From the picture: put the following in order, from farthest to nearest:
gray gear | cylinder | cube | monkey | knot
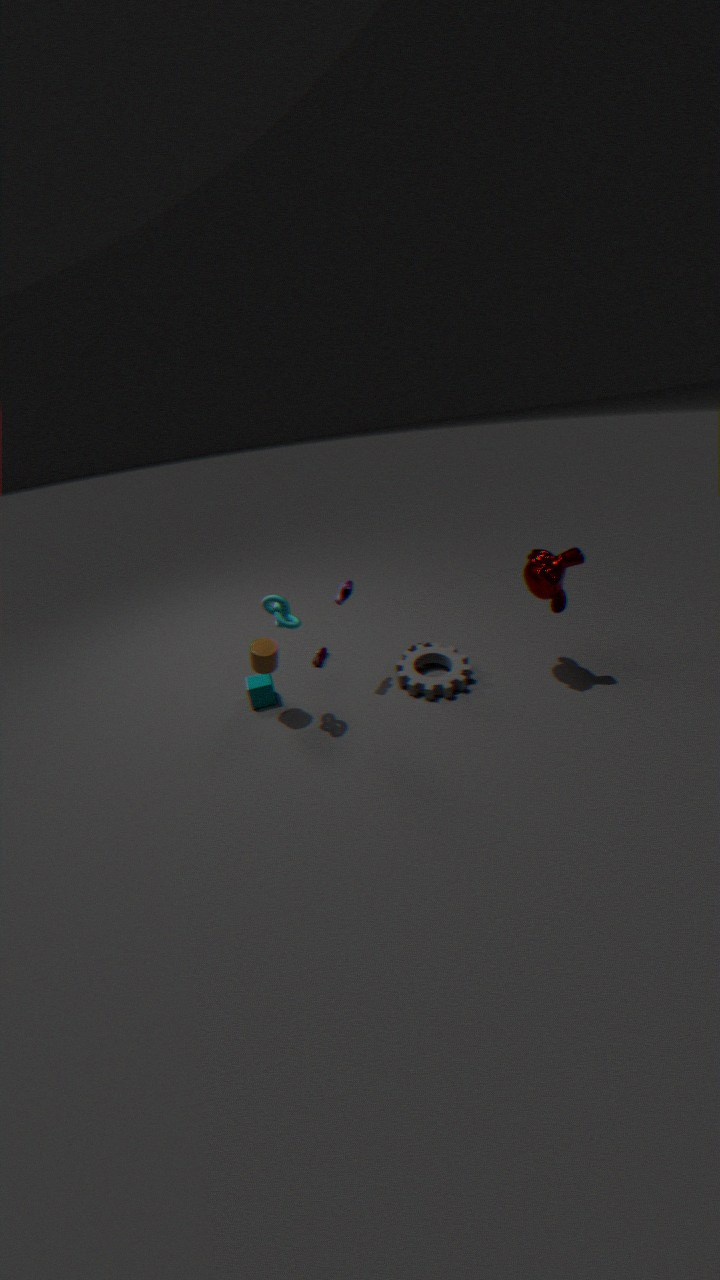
cube
gray gear
cylinder
monkey
knot
